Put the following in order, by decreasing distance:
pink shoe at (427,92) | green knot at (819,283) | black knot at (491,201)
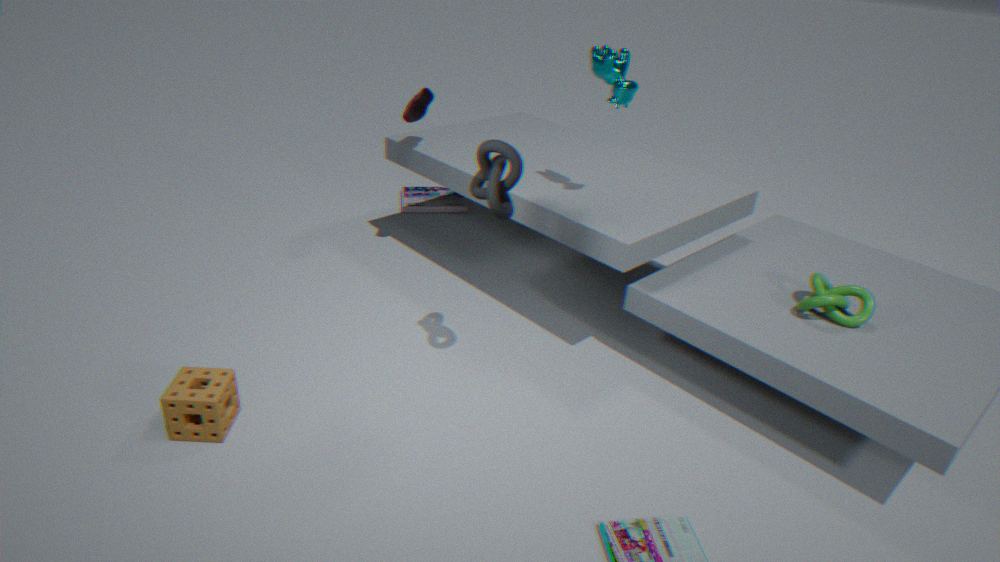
1. pink shoe at (427,92)
2. green knot at (819,283)
3. black knot at (491,201)
